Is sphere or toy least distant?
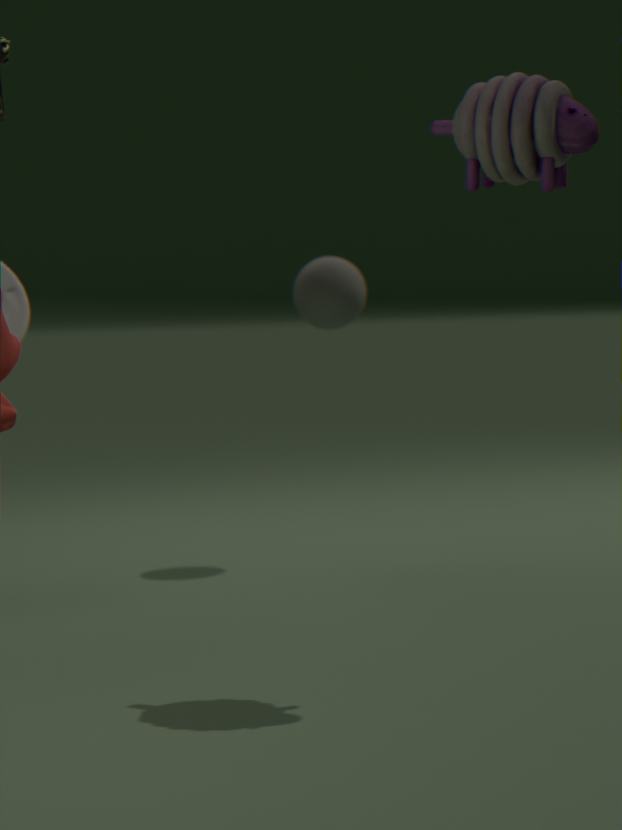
toy
